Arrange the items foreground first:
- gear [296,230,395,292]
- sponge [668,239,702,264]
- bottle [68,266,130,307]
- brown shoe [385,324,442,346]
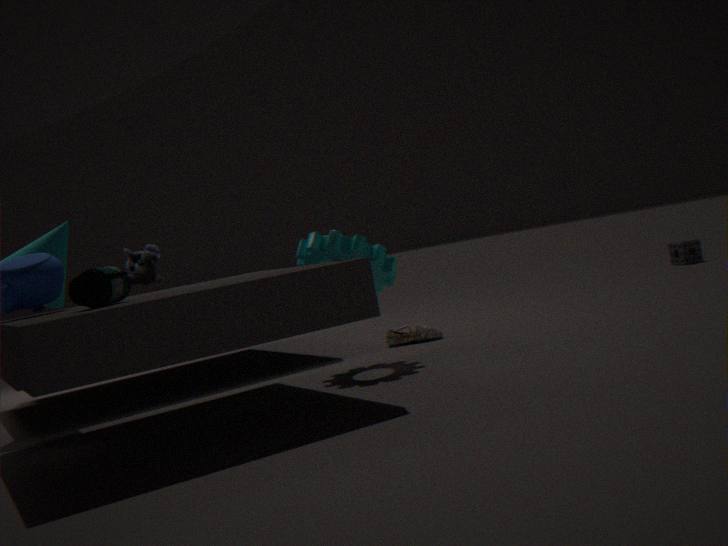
bottle [68,266,130,307] < gear [296,230,395,292] < brown shoe [385,324,442,346] < sponge [668,239,702,264]
